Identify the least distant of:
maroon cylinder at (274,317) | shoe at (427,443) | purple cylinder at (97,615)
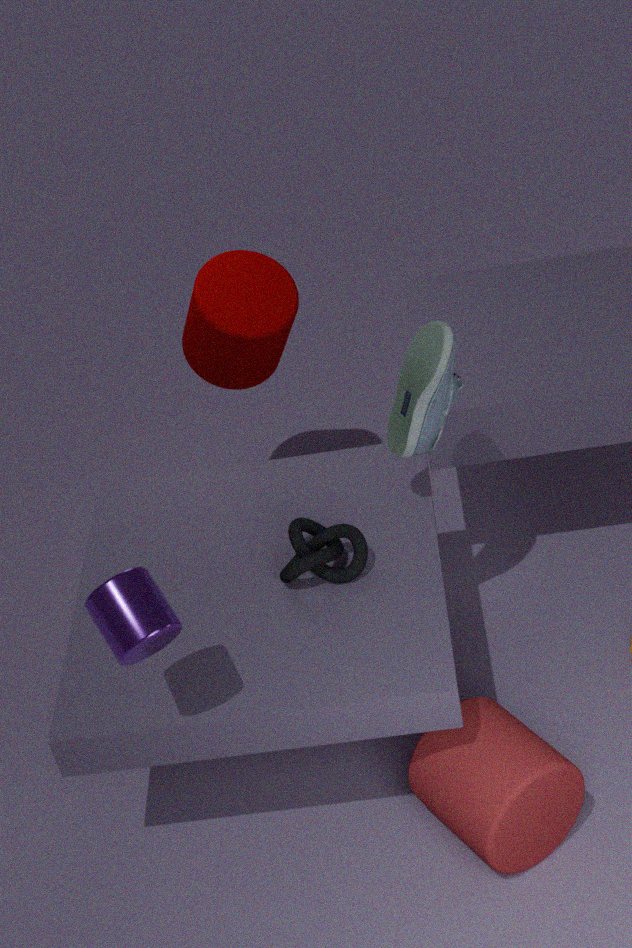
purple cylinder at (97,615)
